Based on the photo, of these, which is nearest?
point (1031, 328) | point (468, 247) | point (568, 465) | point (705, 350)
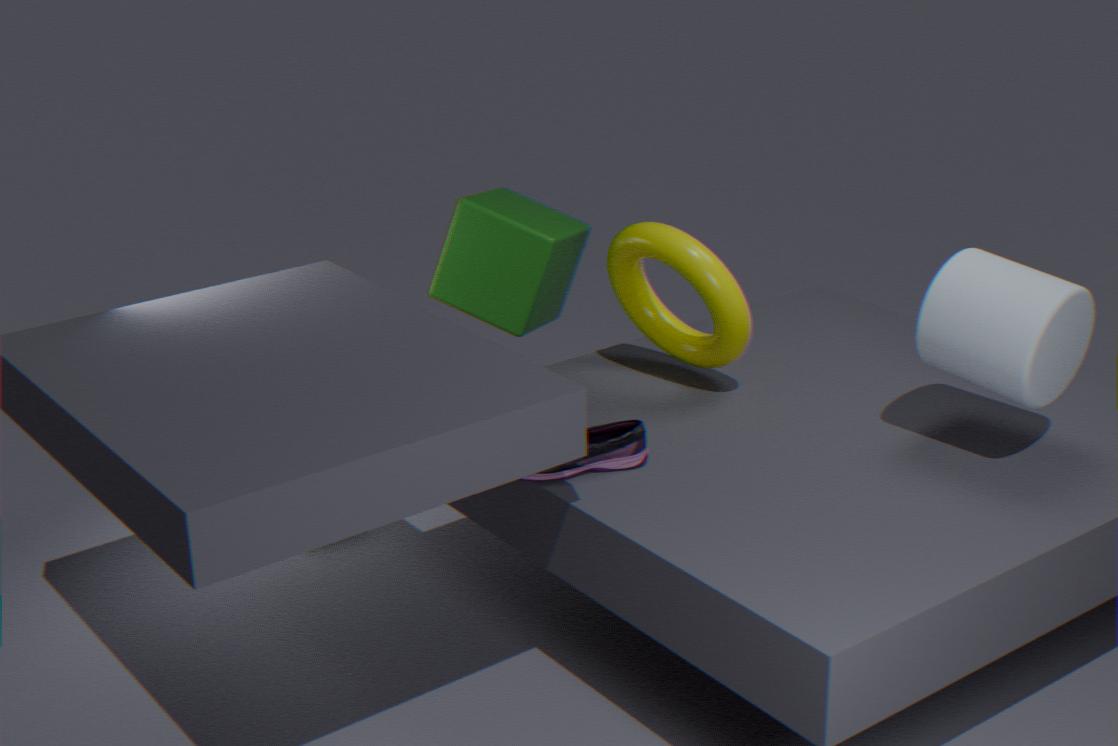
point (1031, 328)
